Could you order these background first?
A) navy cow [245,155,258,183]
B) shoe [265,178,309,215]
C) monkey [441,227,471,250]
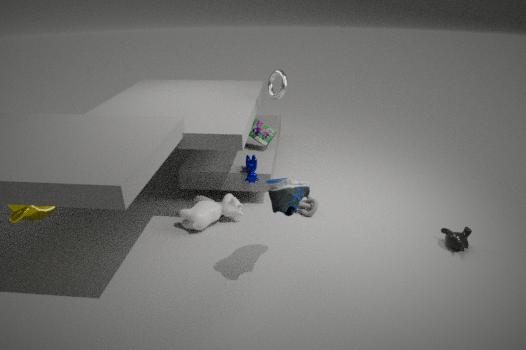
navy cow [245,155,258,183] → monkey [441,227,471,250] → shoe [265,178,309,215]
